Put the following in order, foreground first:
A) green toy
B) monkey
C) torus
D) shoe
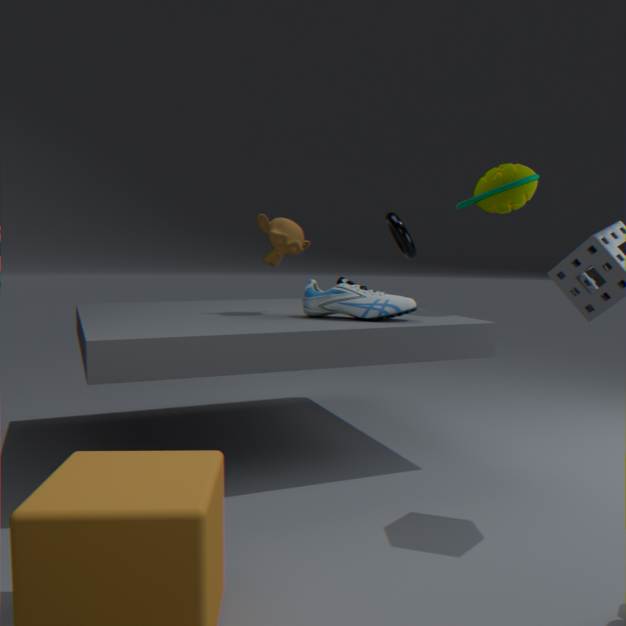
shoe, monkey, green toy, torus
